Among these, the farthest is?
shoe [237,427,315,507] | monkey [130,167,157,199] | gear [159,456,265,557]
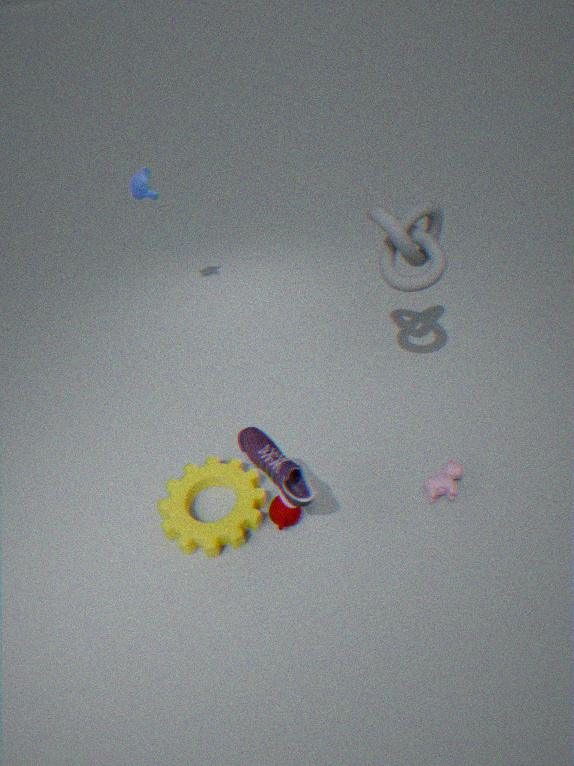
monkey [130,167,157,199]
